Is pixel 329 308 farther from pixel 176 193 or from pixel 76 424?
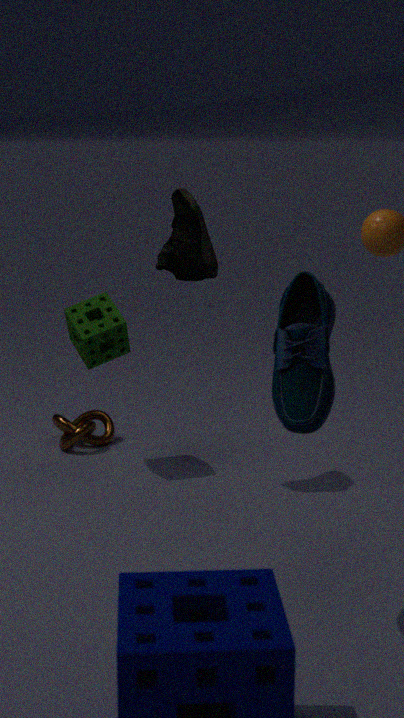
pixel 76 424
